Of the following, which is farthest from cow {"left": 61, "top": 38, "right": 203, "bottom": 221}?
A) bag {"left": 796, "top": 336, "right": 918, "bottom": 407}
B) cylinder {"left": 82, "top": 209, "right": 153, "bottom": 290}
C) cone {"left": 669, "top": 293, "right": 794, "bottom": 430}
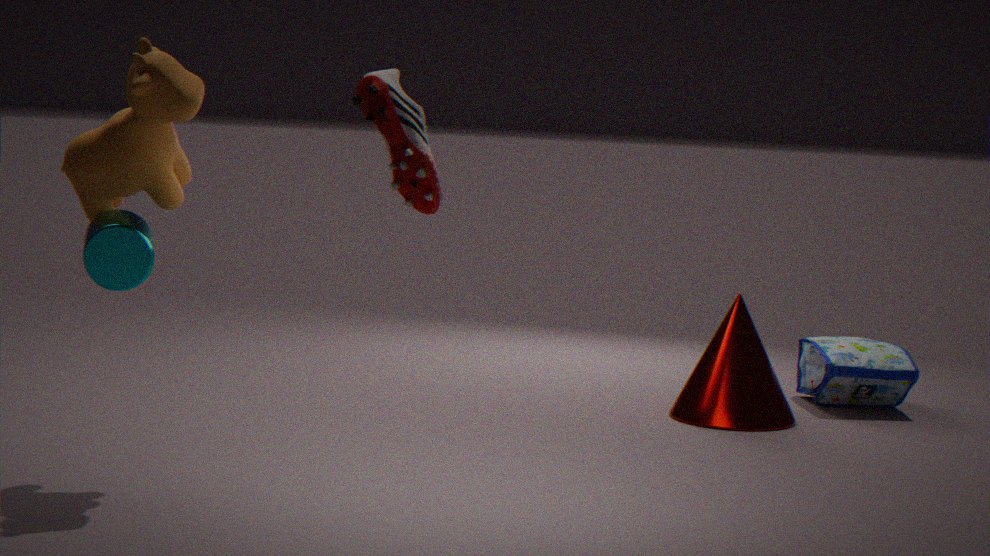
bag {"left": 796, "top": 336, "right": 918, "bottom": 407}
